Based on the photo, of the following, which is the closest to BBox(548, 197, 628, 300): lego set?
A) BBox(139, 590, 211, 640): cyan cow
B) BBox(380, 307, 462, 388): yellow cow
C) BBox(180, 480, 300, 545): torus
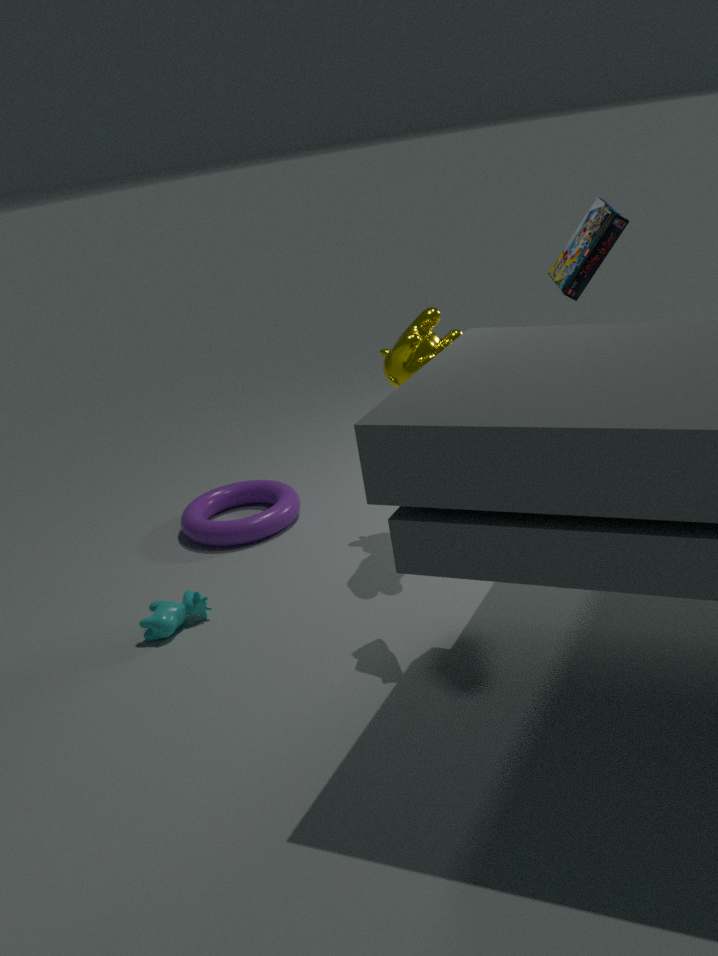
BBox(380, 307, 462, 388): yellow cow
